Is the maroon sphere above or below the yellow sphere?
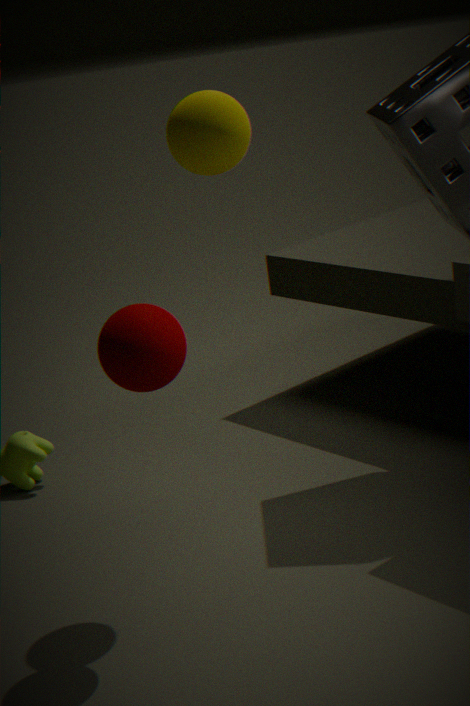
below
